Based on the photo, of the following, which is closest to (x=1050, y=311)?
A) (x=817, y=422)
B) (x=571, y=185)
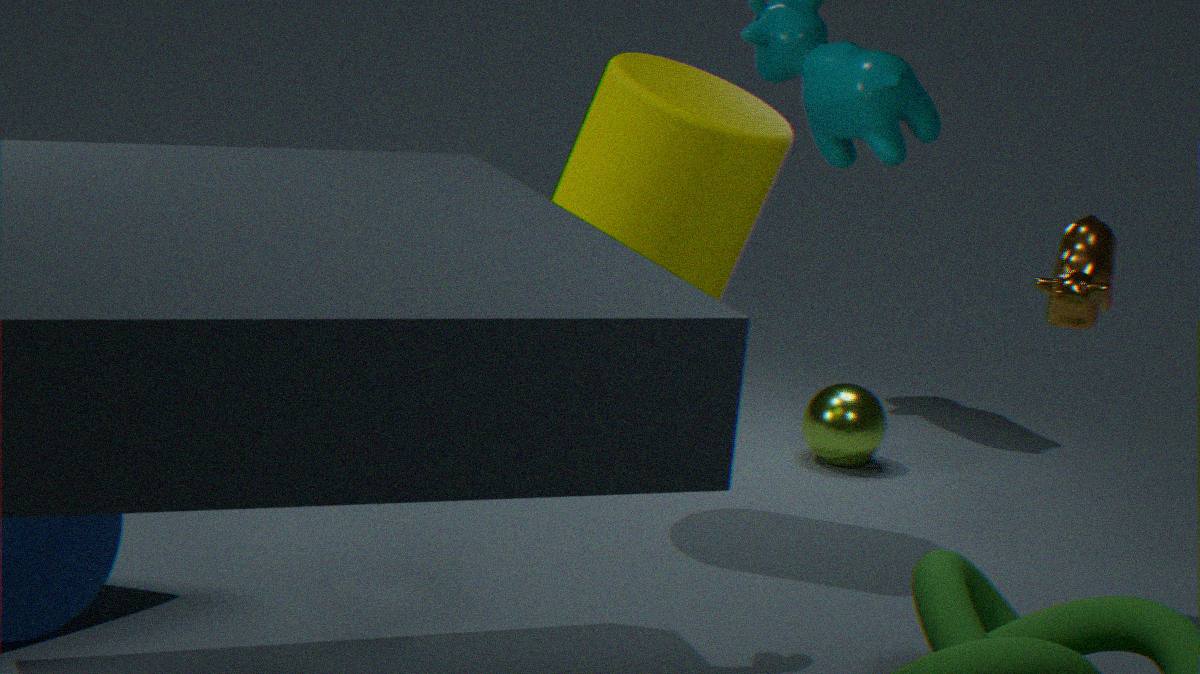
(x=571, y=185)
